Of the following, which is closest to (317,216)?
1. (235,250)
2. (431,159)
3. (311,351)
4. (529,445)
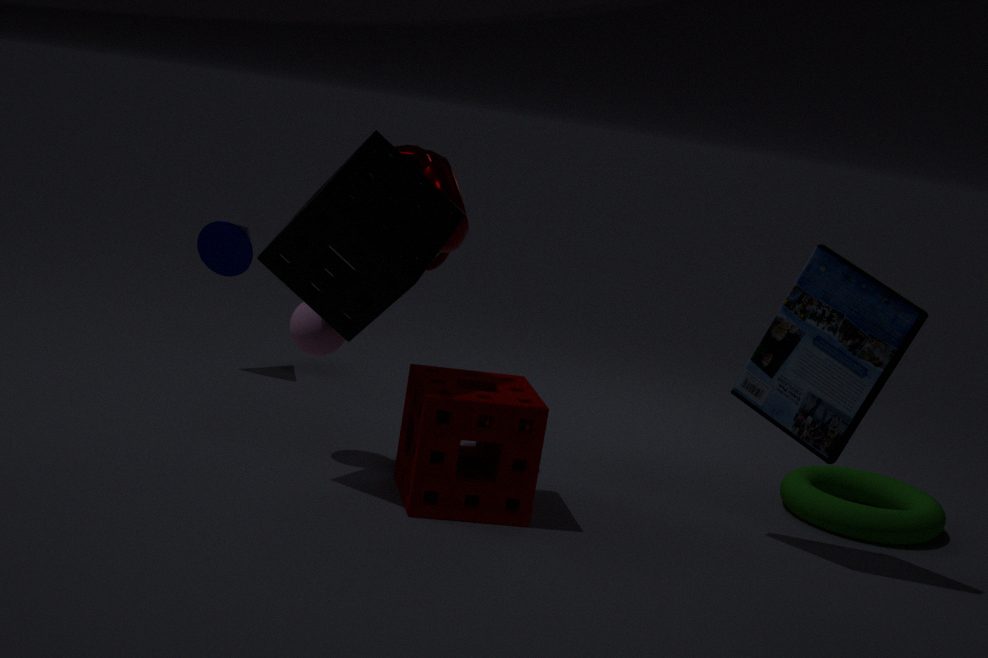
(311,351)
